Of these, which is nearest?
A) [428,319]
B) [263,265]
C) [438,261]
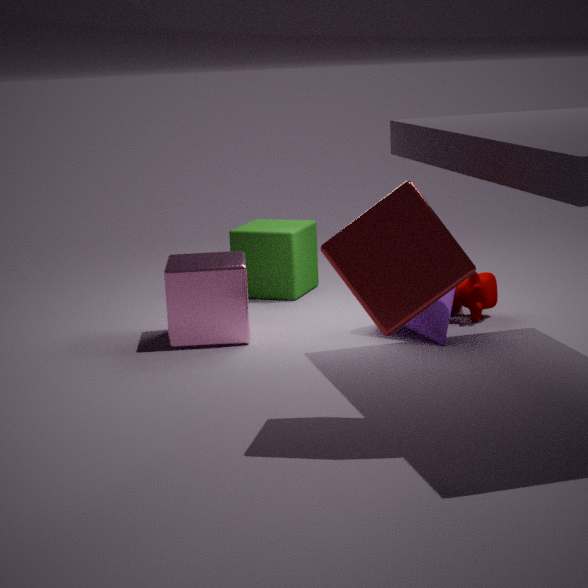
[438,261]
